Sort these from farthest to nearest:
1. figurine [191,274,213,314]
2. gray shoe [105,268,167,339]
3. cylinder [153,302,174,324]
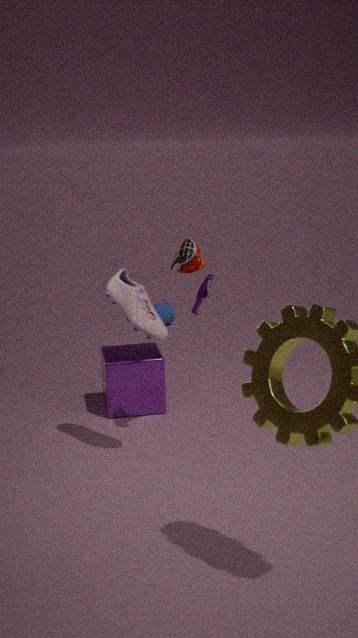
cylinder [153,302,174,324] → figurine [191,274,213,314] → gray shoe [105,268,167,339]
